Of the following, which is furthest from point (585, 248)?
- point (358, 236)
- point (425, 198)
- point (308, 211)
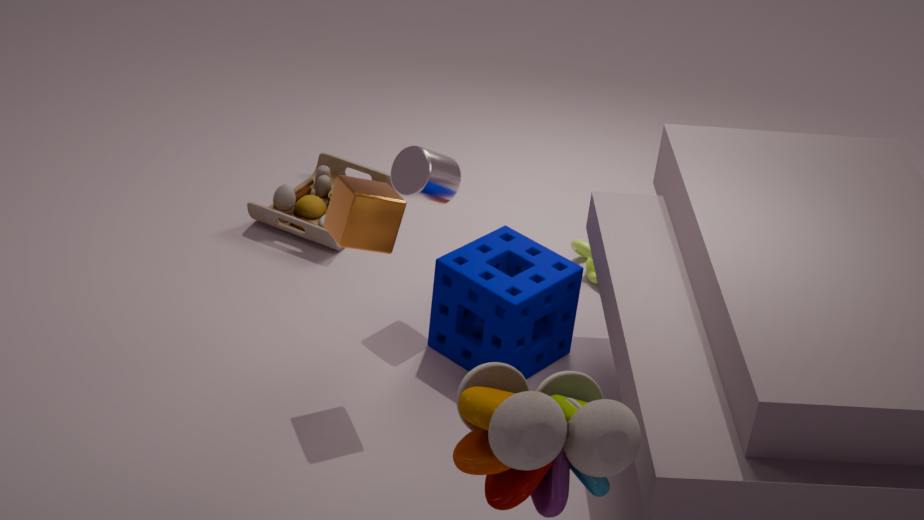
point (358, 236)
